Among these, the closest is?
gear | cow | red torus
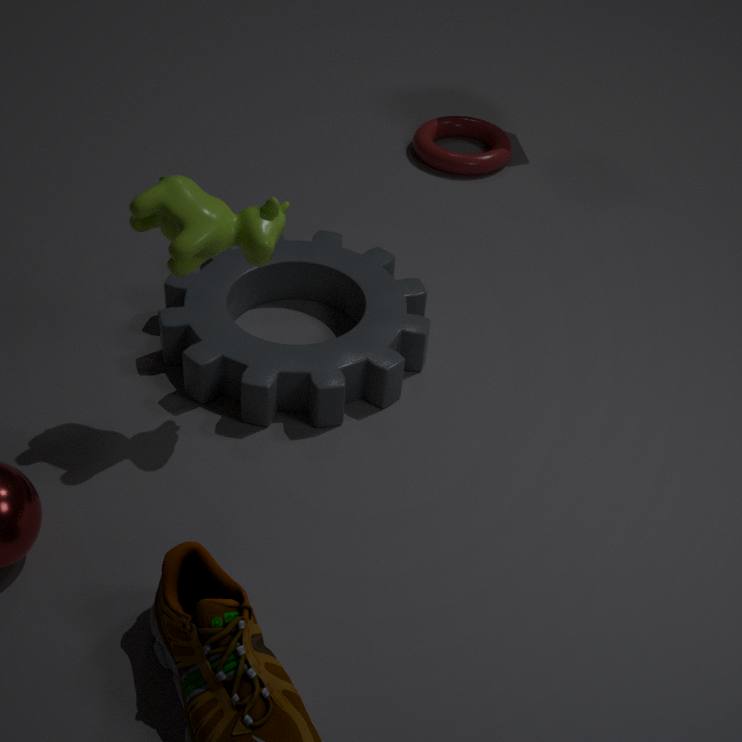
cow
